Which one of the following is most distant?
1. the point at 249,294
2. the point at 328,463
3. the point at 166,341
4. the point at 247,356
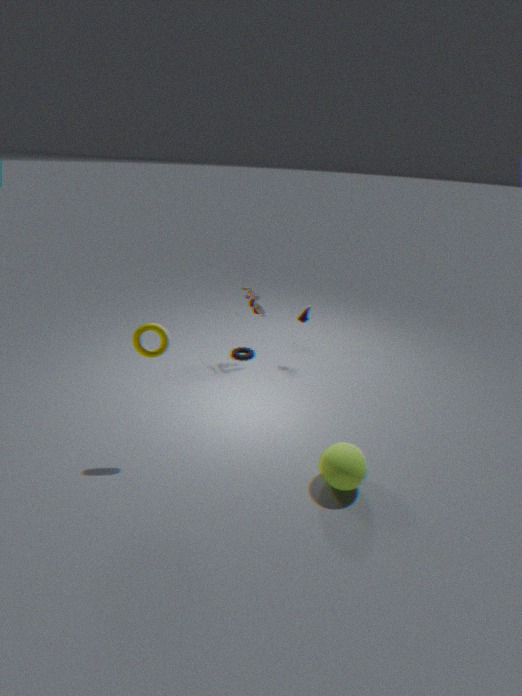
the point at 247,356
